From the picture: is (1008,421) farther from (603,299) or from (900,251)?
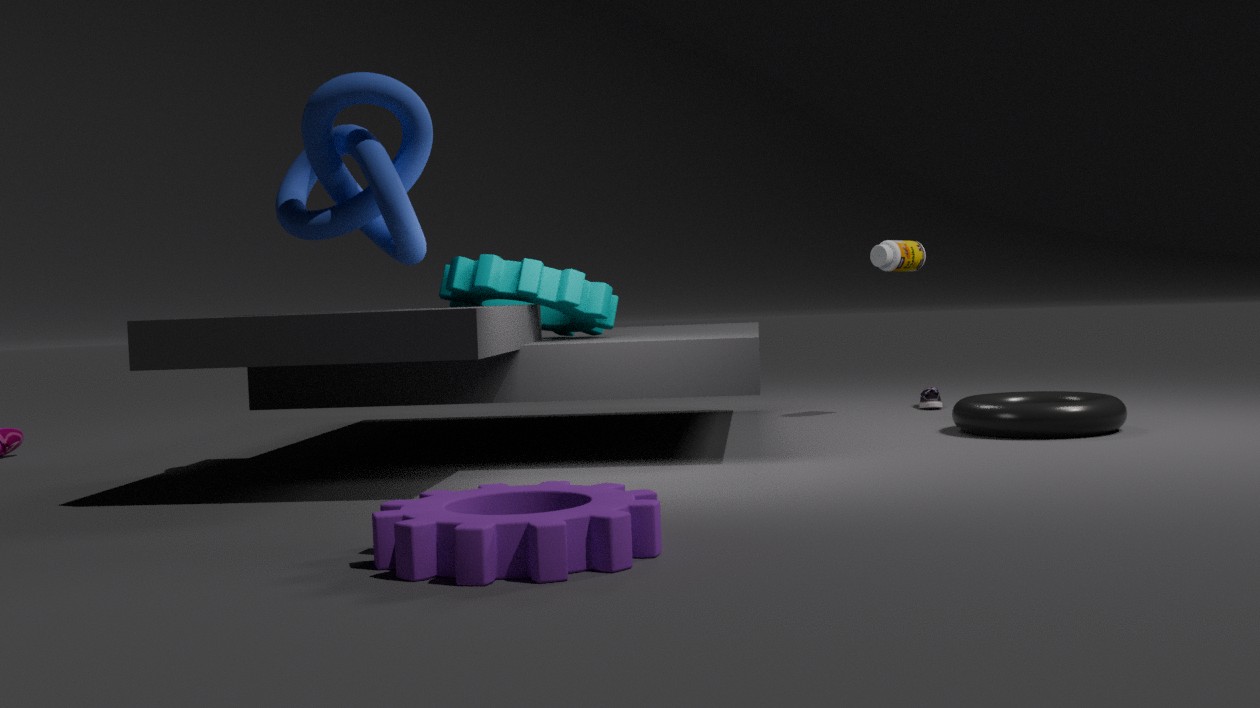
(603,299)
